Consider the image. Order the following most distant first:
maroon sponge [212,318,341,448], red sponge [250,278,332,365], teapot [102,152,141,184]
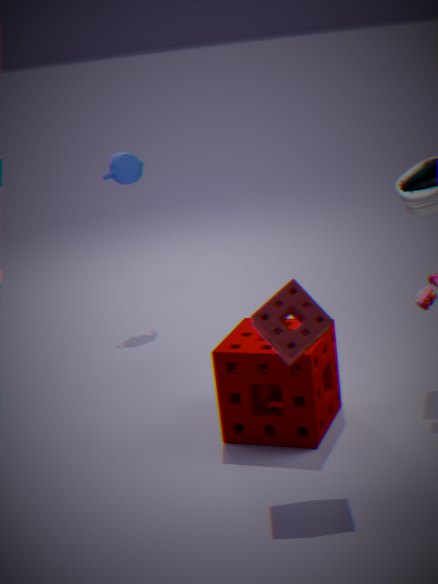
1. teapot [102,152,141,184]
2. maroon sponge [212,318,341,448]
3. red sponge [250,278,332,365]
